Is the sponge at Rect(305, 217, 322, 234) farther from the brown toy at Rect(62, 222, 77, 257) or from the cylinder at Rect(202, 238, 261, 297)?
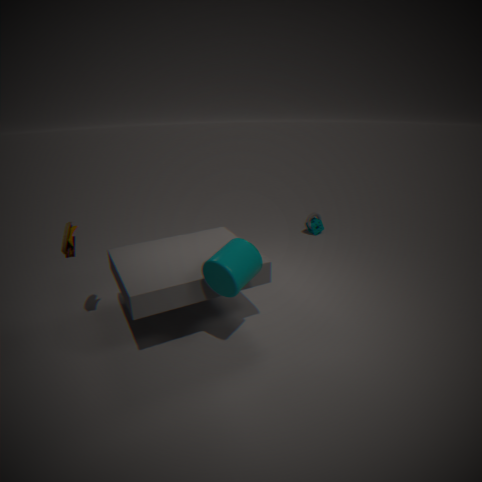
the brown toy at Rect(62, 222, 77, 257)
